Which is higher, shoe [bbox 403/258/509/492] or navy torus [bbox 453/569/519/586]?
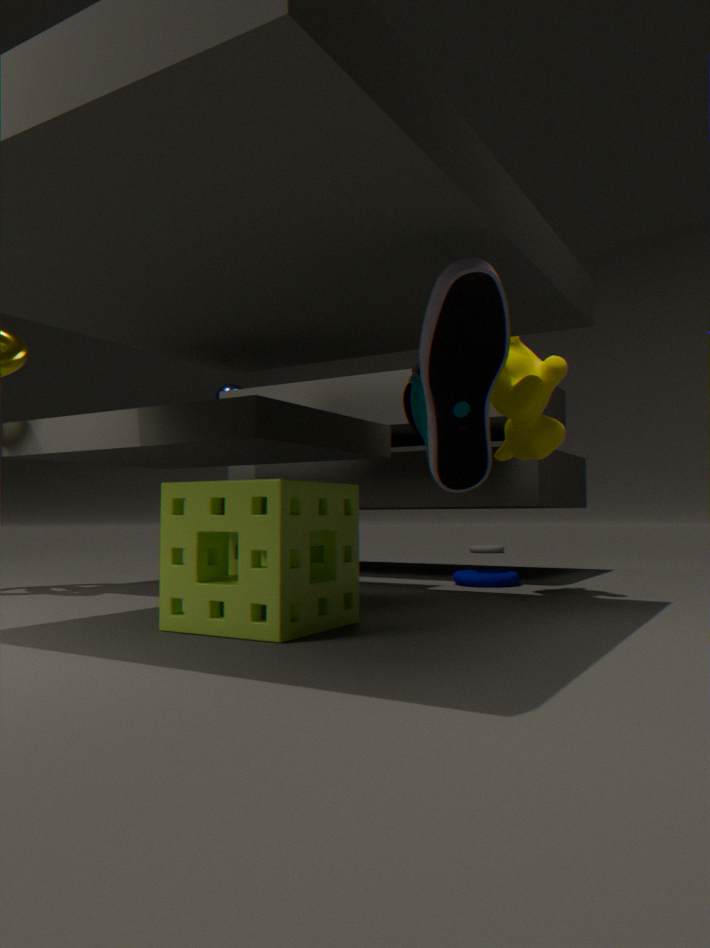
shoe [bbox 403/258/509/492]
